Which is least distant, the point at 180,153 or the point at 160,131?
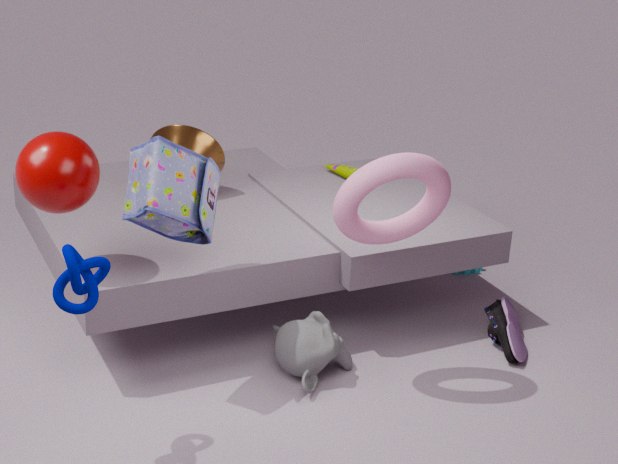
the point at 180,153
